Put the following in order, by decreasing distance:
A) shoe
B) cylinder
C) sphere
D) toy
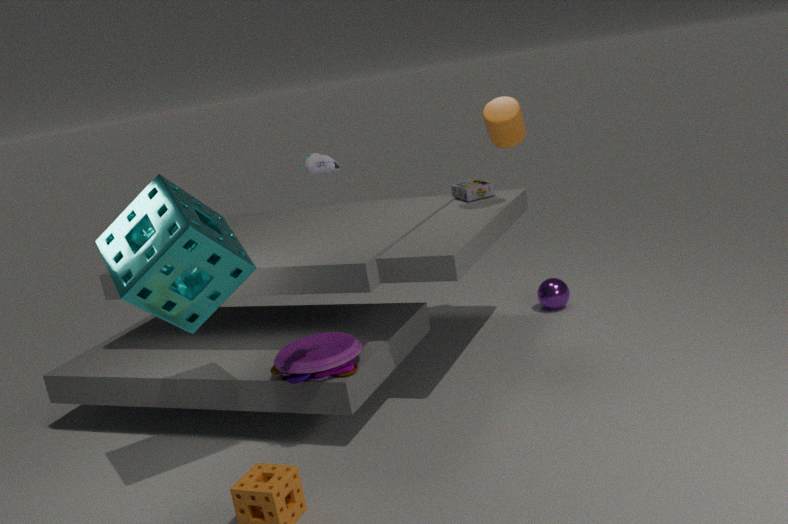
sphere, cylinder, toy, shoe
